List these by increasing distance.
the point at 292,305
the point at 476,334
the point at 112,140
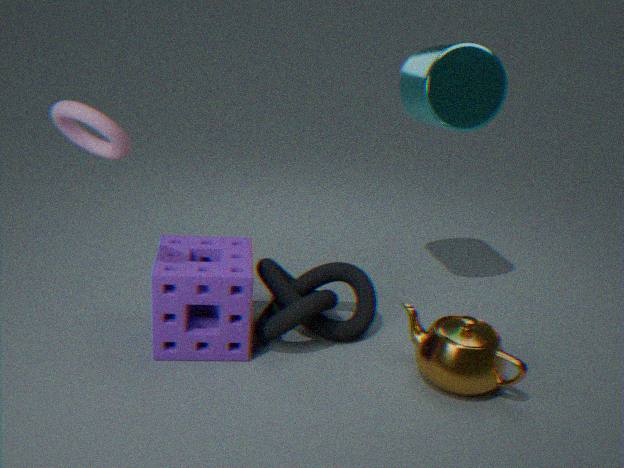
the point at 112,140 → the point at 476,334 → the point at 292,305
